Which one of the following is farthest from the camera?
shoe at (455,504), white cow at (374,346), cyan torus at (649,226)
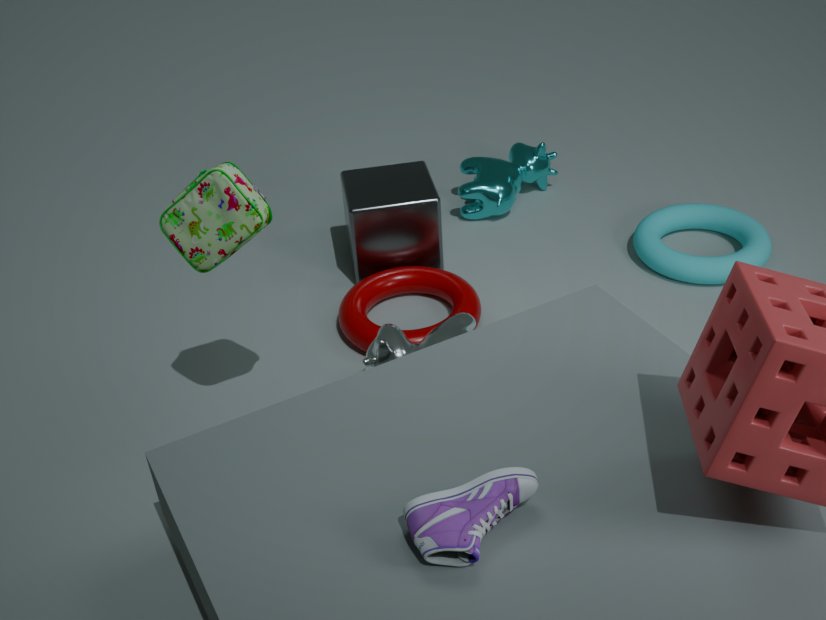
cyan torus at (649,226)
